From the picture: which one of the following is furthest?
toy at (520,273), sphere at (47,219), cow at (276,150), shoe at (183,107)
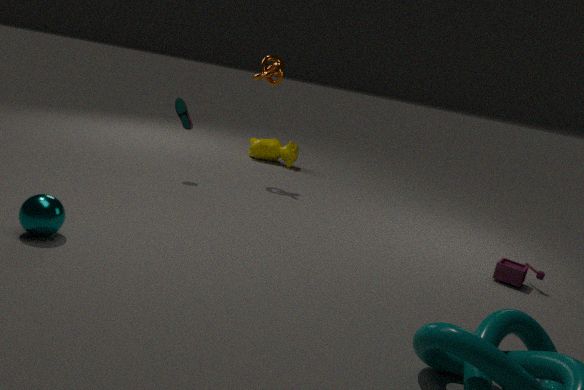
cow at (276,150)
